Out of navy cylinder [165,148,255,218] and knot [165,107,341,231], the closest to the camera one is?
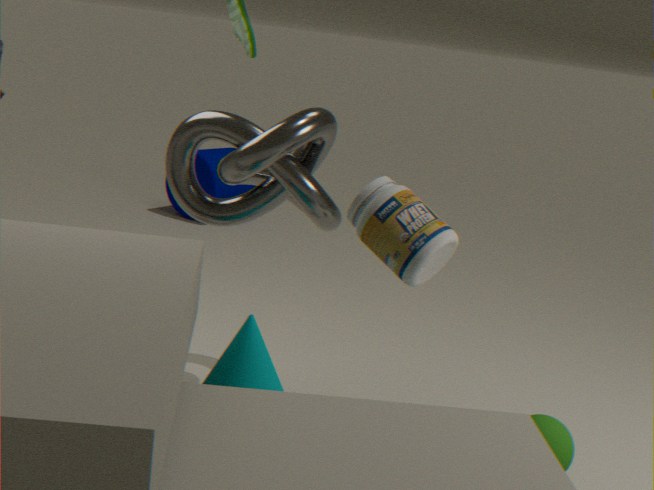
knot [165,107,341,231]
